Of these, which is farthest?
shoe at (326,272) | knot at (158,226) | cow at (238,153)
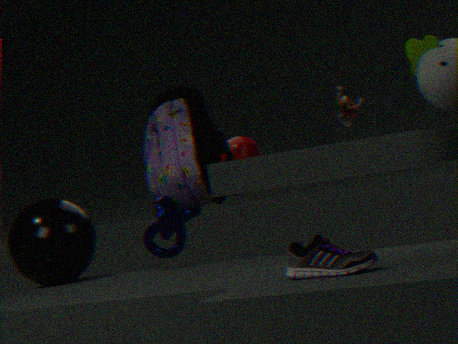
cow at (238,153)
